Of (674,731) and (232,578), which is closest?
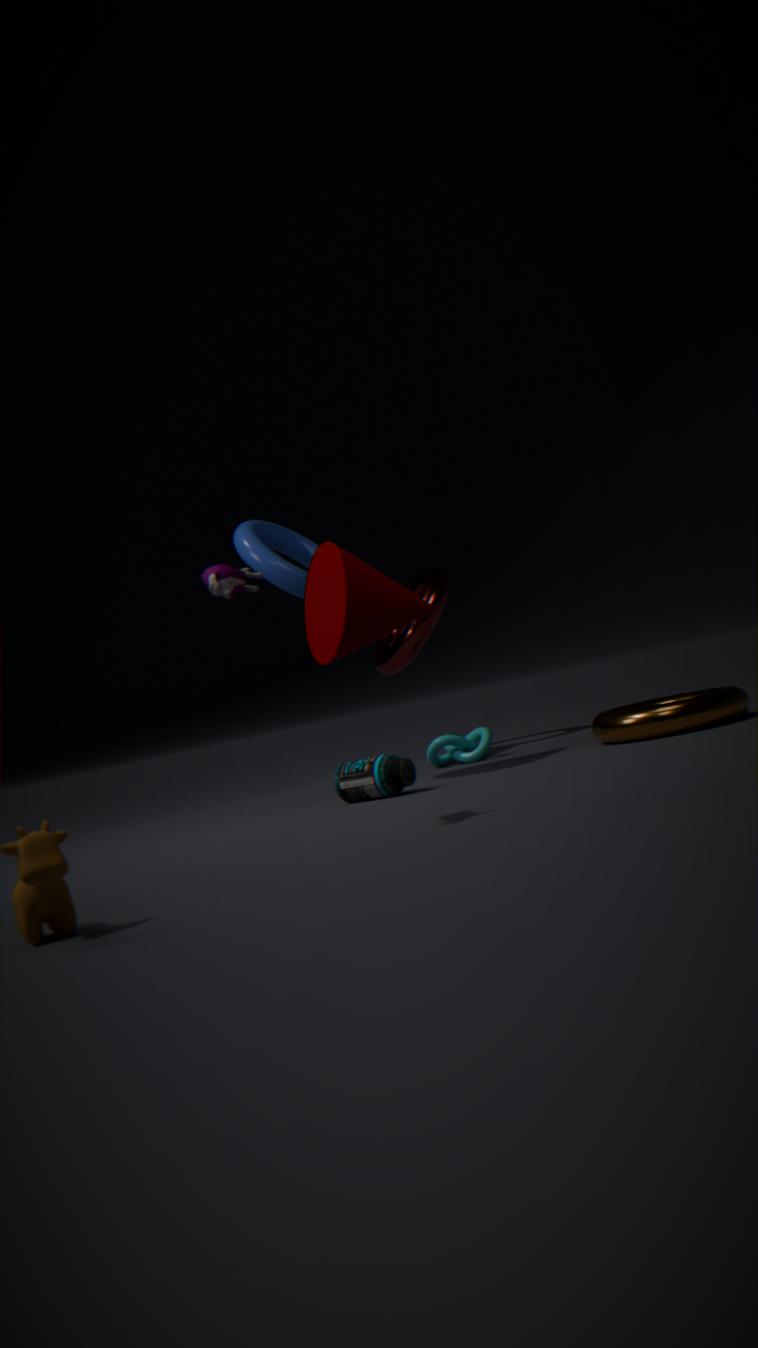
(232,578)
